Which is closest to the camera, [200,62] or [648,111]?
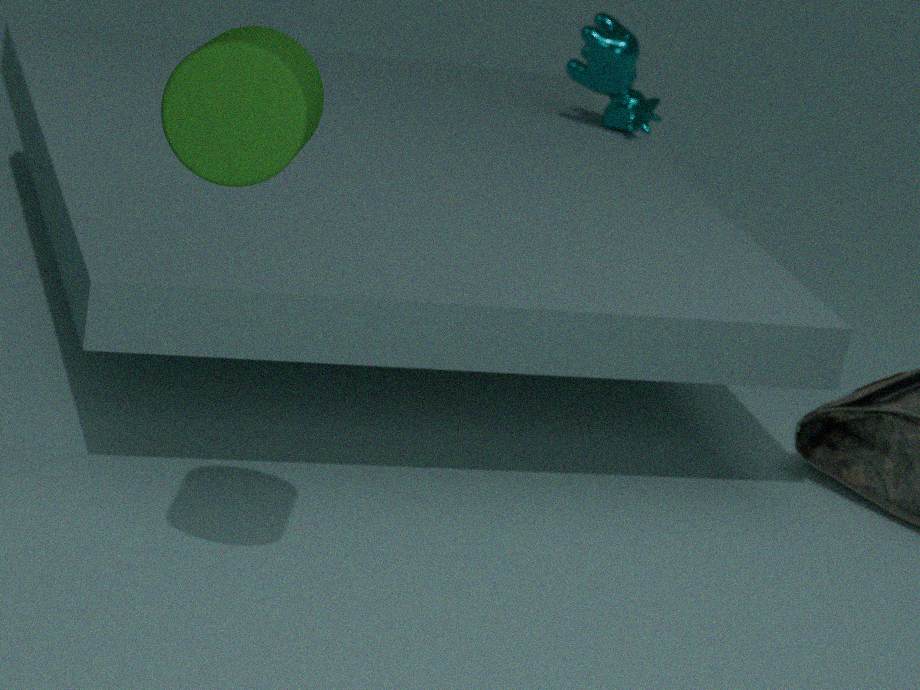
[200,62]
